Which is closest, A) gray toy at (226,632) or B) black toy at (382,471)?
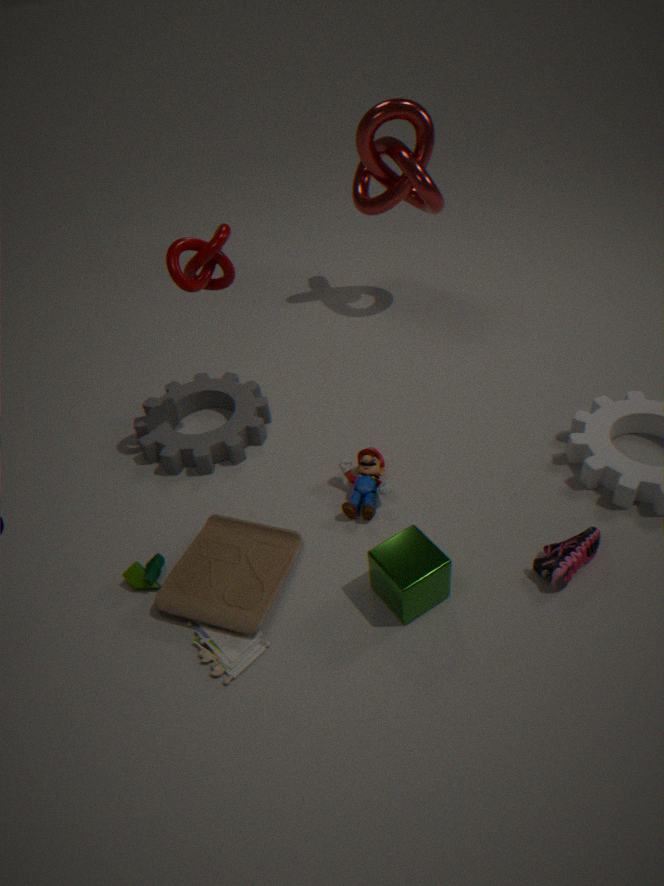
A. gray toy at (226,632)
